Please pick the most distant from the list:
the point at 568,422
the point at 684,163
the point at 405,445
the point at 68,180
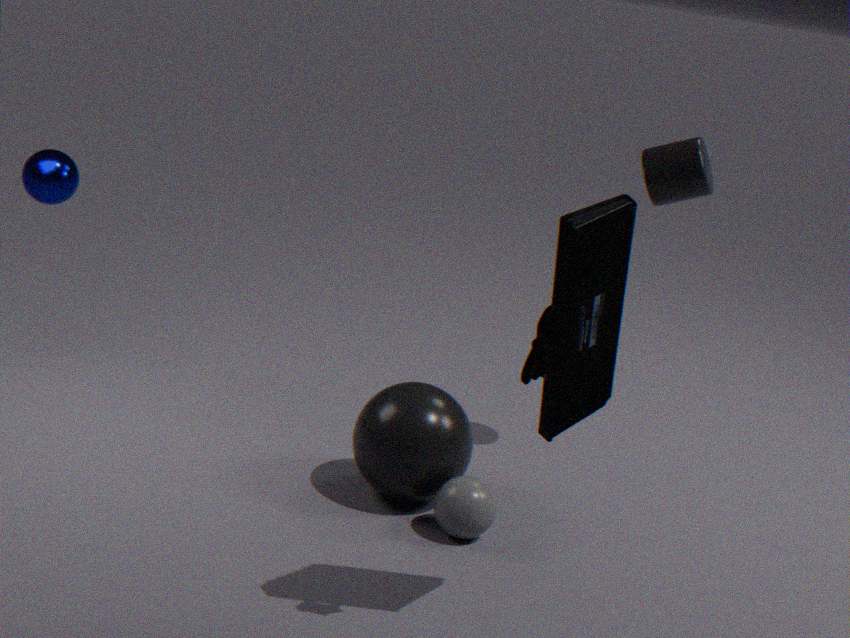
the point at 68,180
